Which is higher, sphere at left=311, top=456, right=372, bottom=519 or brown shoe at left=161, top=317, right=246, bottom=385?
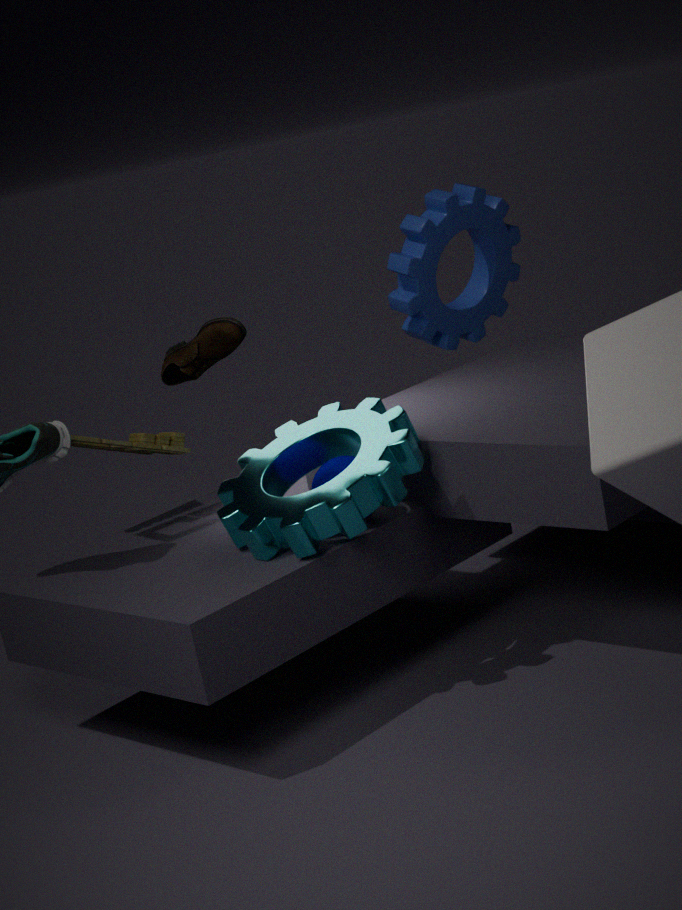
brown shoe at left=161, top=317, right=246, bottom=385
